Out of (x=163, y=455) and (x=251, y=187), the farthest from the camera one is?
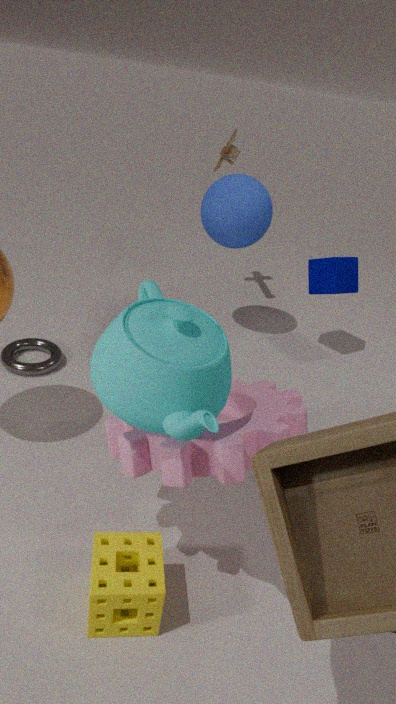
(x=251, y=187)
